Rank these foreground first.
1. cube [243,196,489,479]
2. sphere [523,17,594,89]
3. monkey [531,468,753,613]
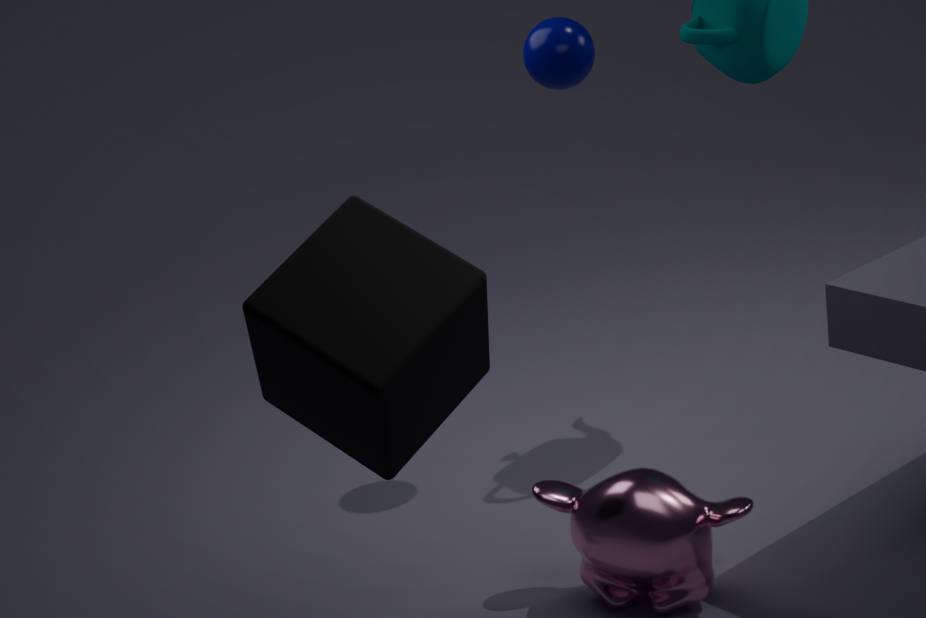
cube [243,196,489,479]
monkey [531,468,753,613]
sphere [523,17,594,89]
